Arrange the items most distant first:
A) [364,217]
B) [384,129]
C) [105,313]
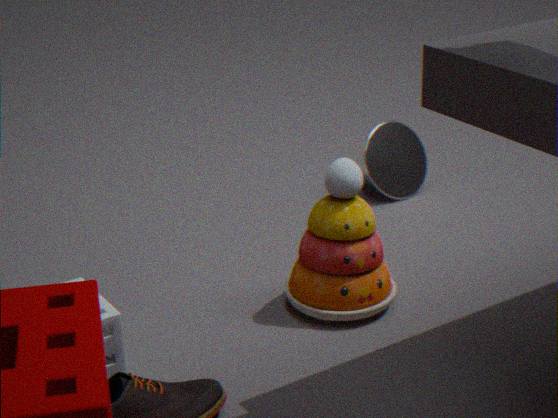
1. [384,129]
2. [364,217]
3. [105,313]
